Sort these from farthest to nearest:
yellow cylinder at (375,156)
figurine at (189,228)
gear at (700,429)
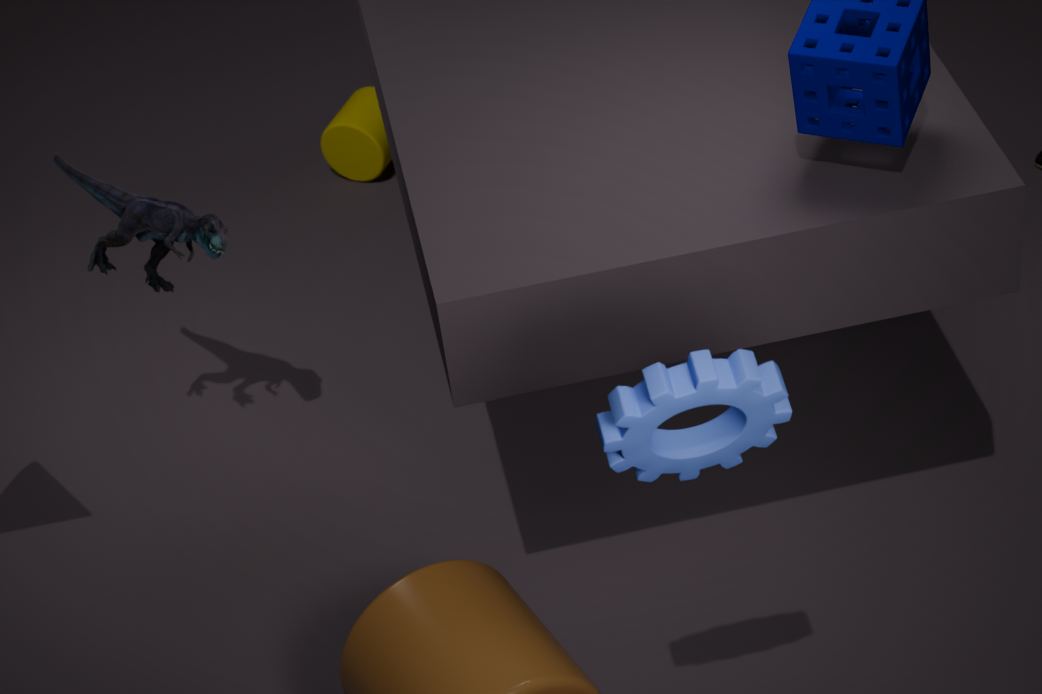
yellow cylinder at (375,156), figurine at (189,228), gear at (700,429)
